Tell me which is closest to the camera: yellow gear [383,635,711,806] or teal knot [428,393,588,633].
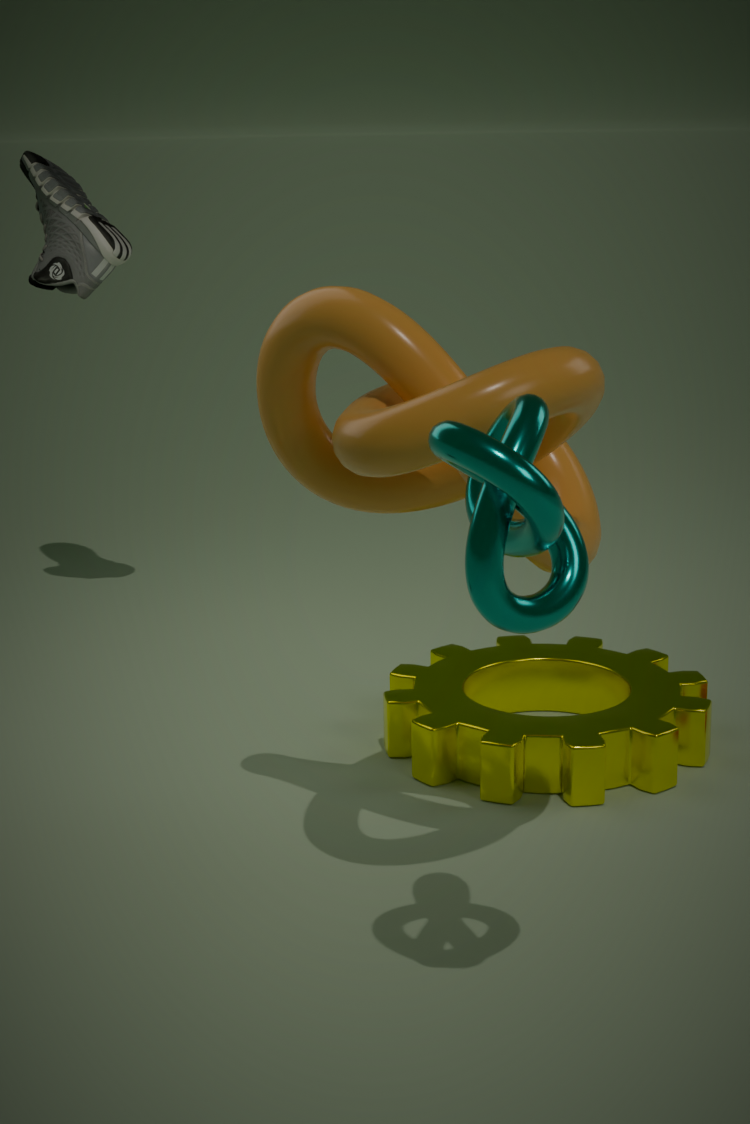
teal knot [428,393,588,633]
